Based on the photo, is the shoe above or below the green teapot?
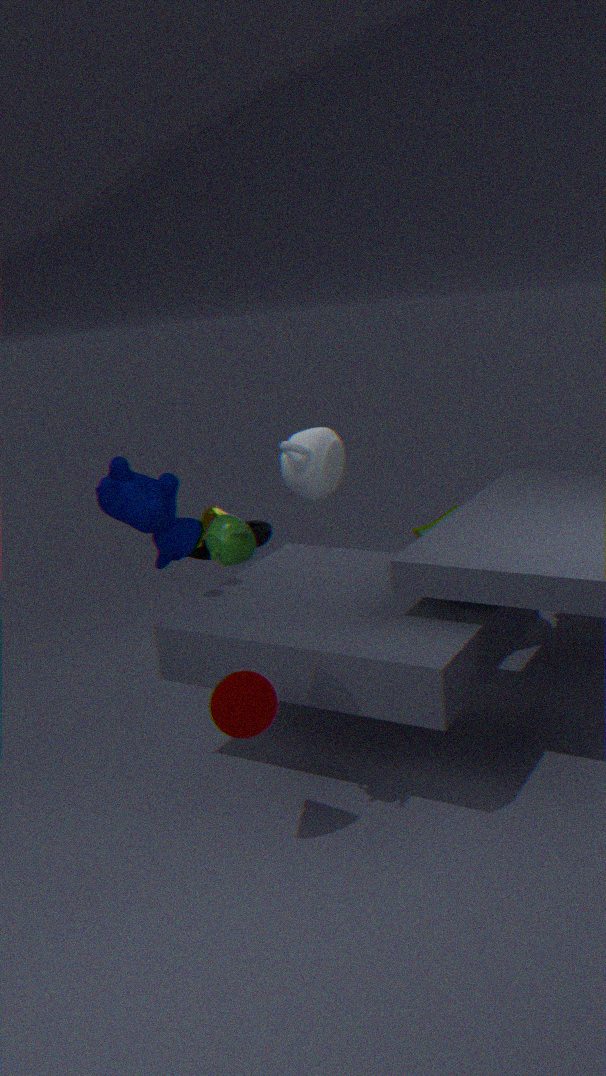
below
